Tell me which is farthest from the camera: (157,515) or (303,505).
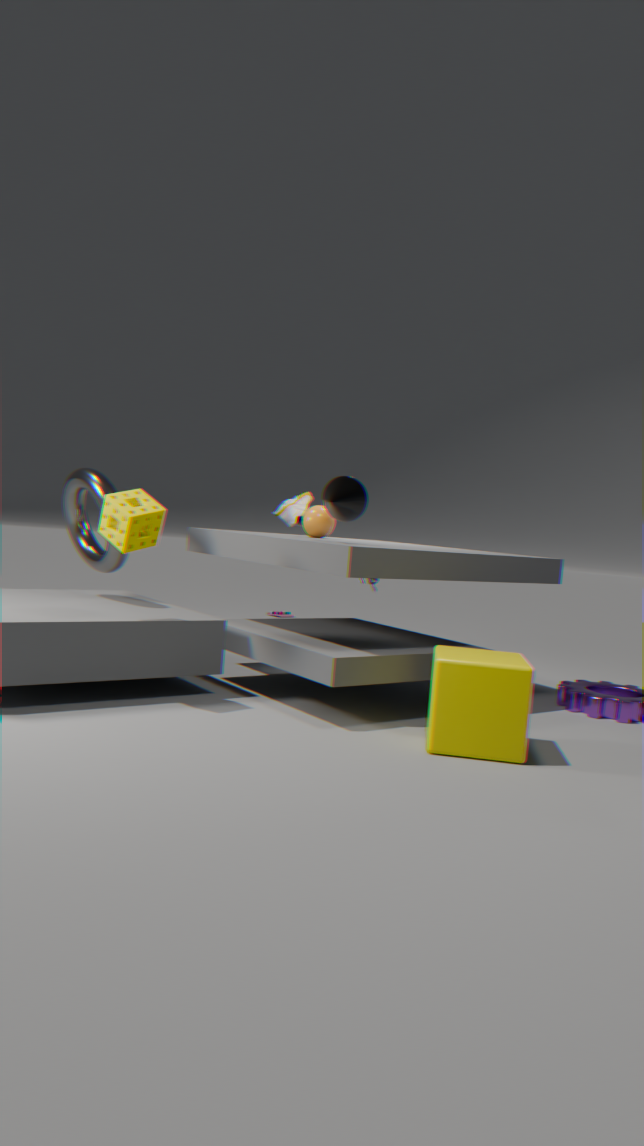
(303,505)
